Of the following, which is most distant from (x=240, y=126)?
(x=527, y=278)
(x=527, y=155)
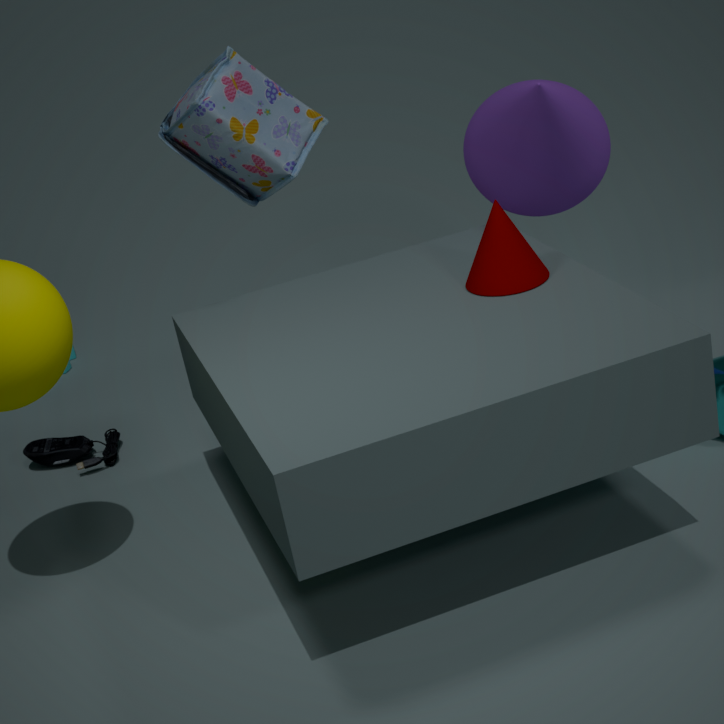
(x=527, y=155)
